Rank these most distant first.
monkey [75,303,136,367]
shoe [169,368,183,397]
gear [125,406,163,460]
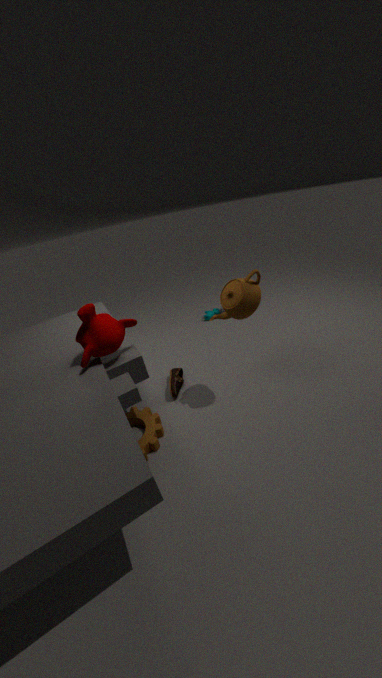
shoe [169,368,183,397] → gear [125,406,163,460] → monkey [75,303,136,367]
